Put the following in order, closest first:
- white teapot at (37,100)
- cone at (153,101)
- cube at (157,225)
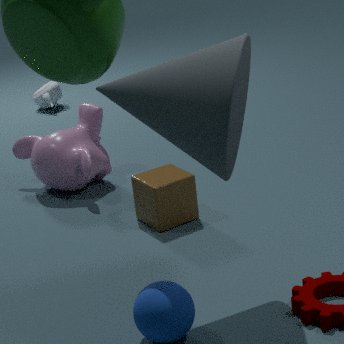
cone at (153,101) → cube at (157,225) → white teapot at (37,100)
